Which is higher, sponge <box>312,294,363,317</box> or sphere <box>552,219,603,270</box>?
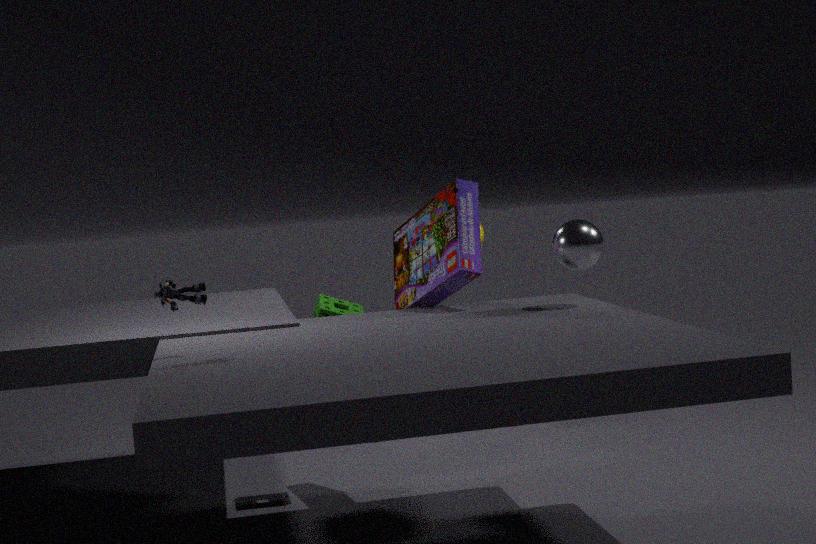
sphere <box>552,219,603,270</box>
